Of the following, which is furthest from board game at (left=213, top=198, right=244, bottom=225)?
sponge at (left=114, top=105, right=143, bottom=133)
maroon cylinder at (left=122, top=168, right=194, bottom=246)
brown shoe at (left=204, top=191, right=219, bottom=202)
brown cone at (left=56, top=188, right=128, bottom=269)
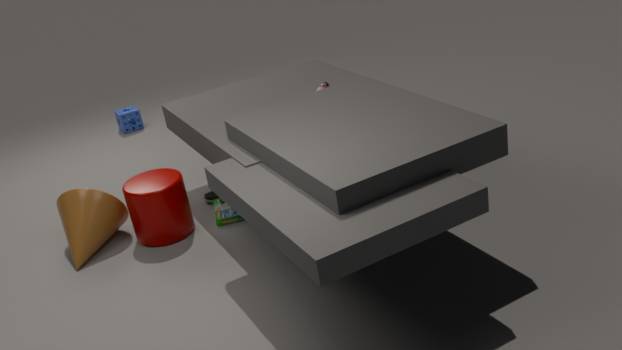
sponge at (left=114, top=105, right=143, bottom=133)
